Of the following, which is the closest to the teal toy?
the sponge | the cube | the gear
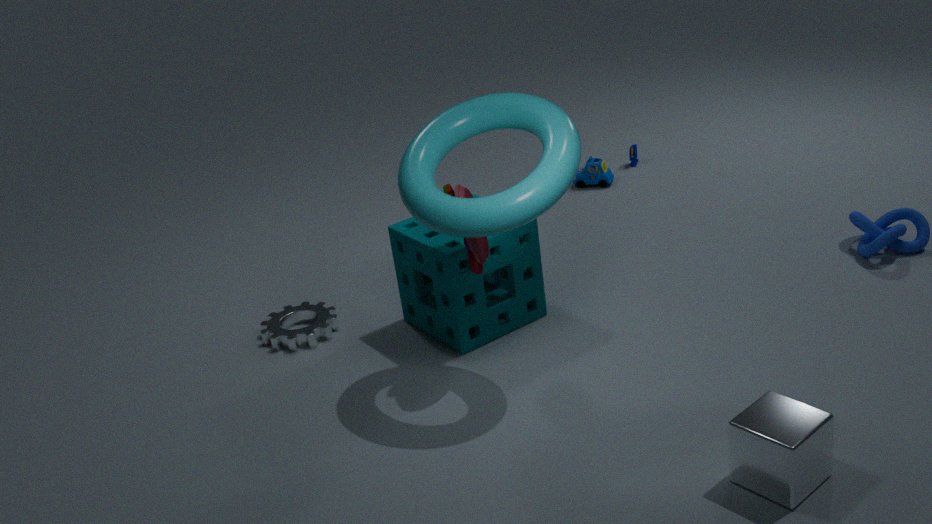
the sponge
